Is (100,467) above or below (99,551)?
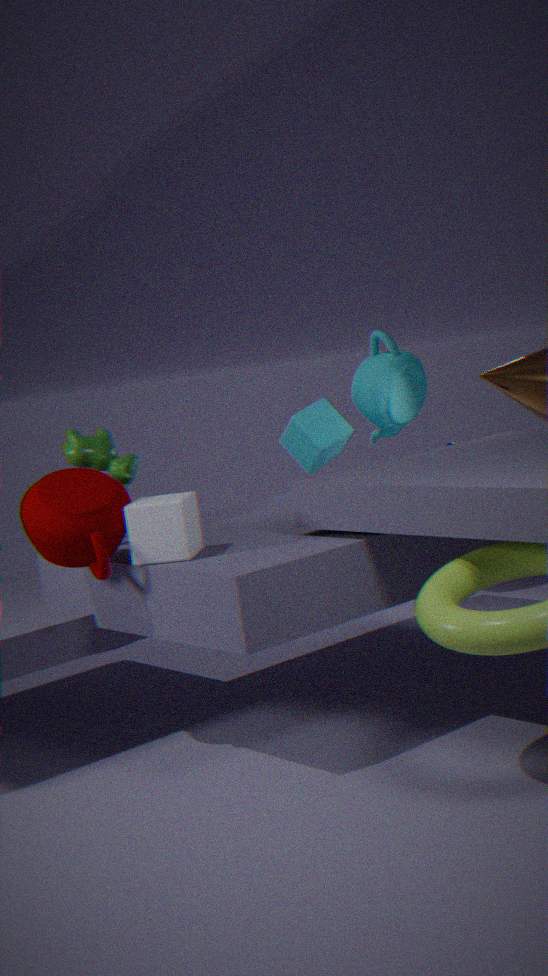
above
